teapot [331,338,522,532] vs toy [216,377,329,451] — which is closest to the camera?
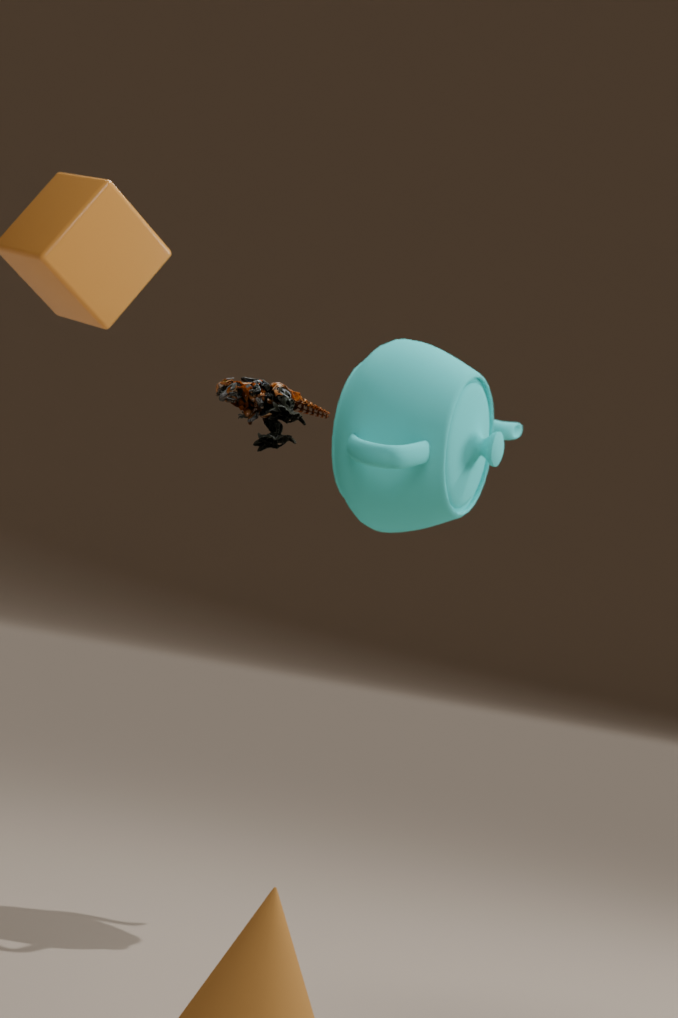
toy [216,377,329,451]
